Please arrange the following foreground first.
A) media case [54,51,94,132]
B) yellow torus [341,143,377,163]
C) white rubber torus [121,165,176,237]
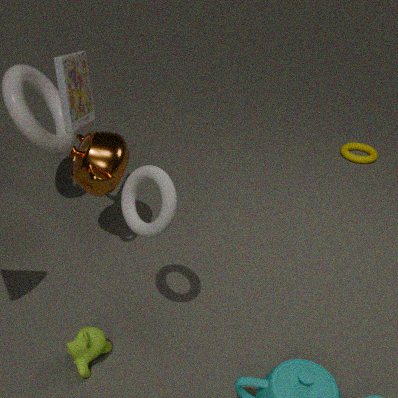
1. white rubber torus [121,165,176,237]
2. media case [54,51,94,132]
3. yellow torus [341,143,377,163]
